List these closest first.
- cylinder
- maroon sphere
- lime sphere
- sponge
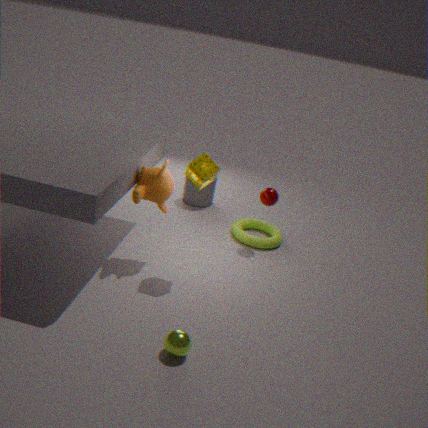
lime sphere
sponge
maroon sphere
cylinder
